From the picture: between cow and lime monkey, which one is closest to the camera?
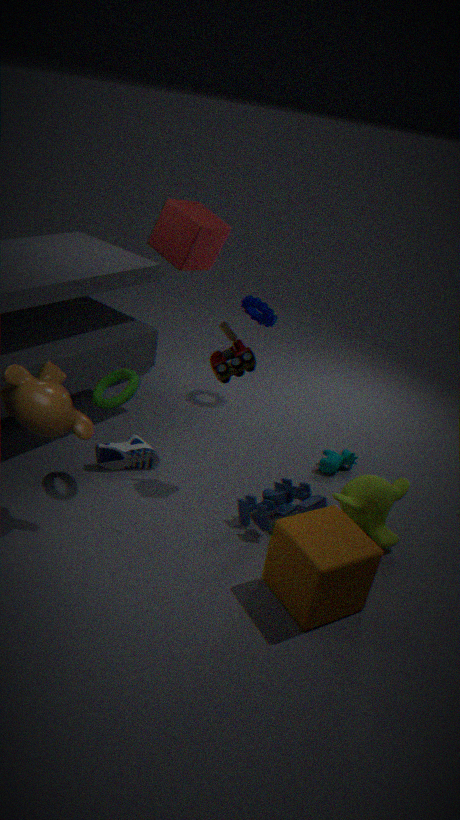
lime monkey
